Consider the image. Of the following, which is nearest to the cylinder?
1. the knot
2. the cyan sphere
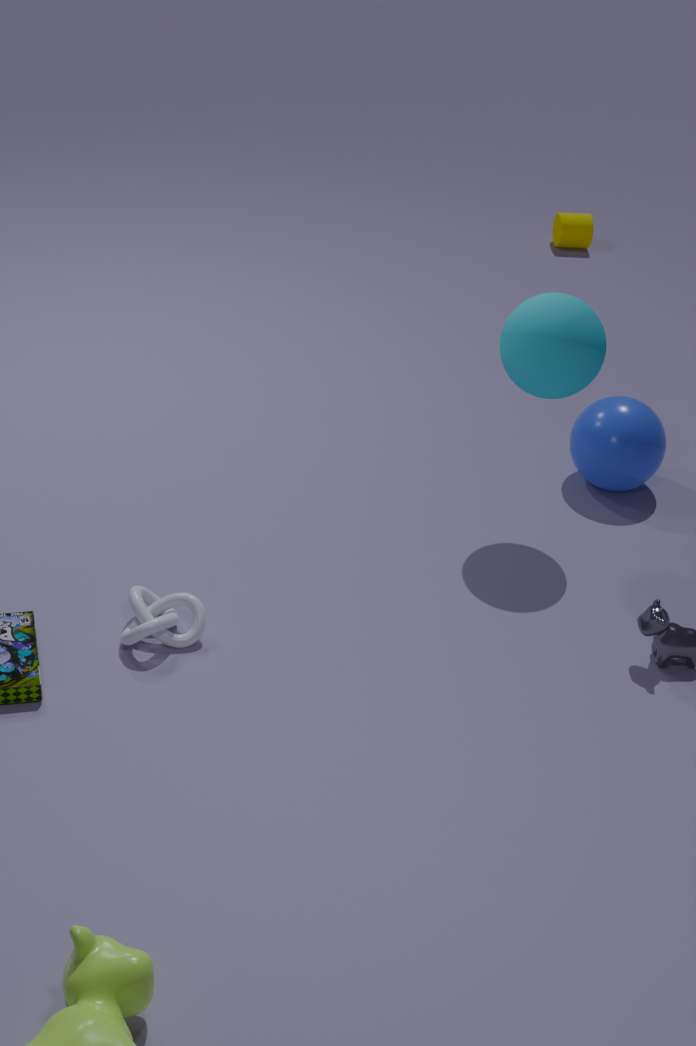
the cyan sphere
